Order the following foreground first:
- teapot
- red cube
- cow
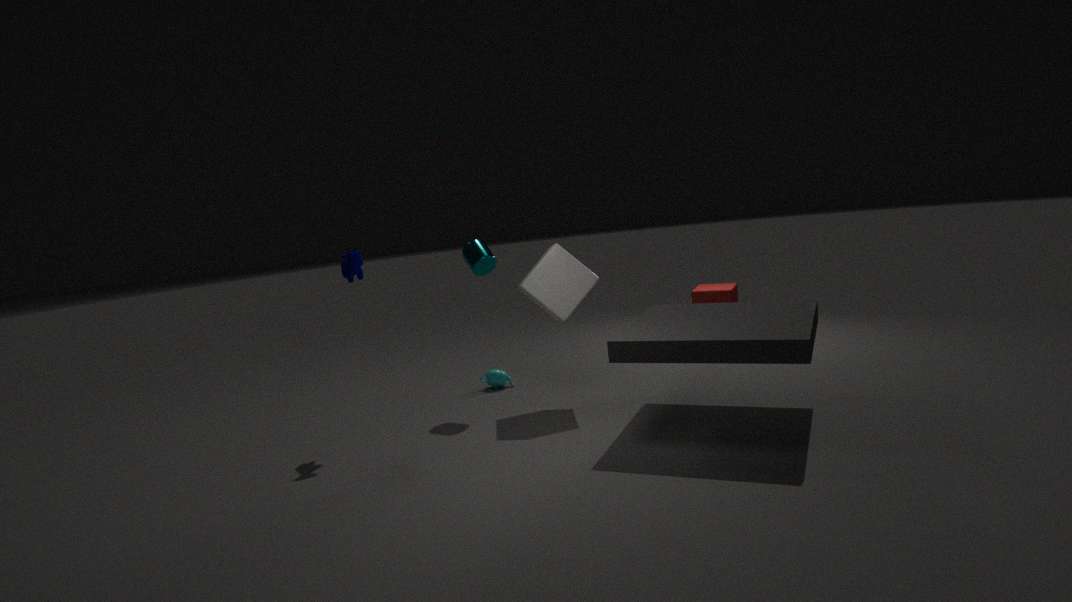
cow < teapot < red cube
